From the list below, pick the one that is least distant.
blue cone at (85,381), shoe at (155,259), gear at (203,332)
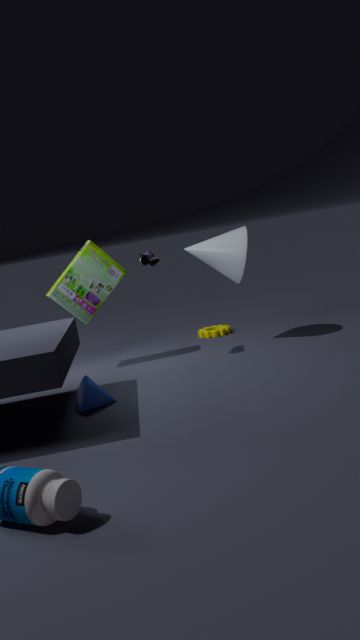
blue cone at (85,381)
